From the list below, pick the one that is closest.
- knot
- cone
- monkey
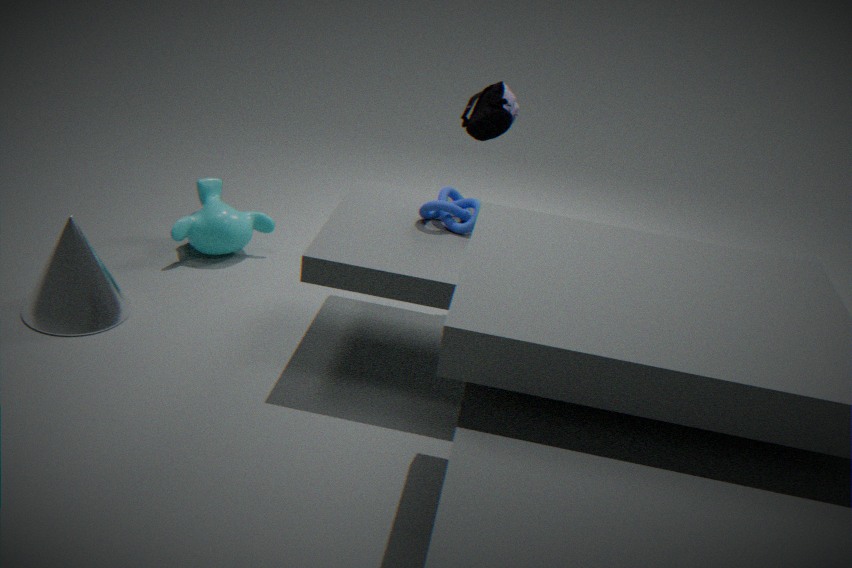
cone
